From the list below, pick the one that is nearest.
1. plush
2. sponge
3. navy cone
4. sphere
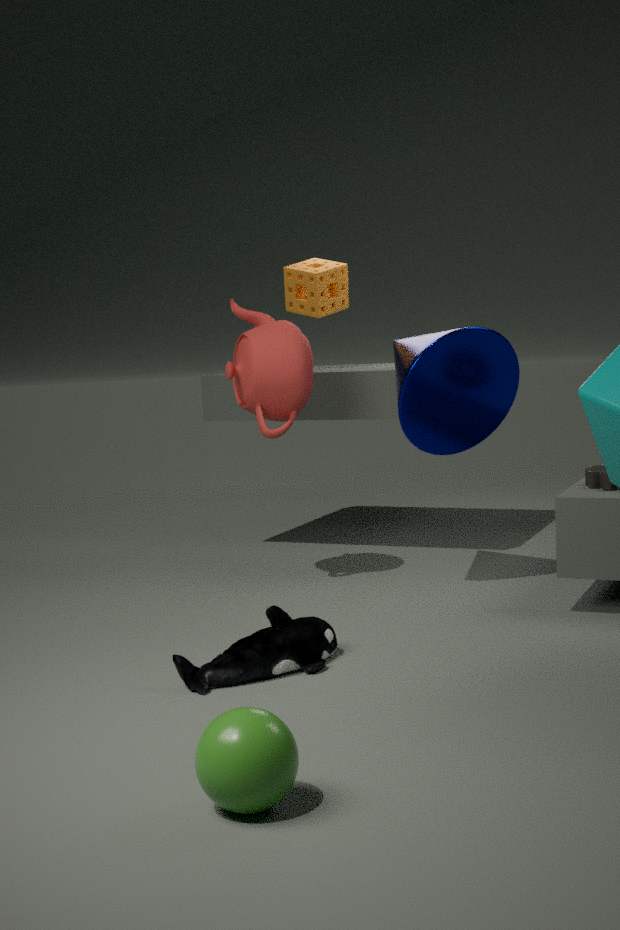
sphere
